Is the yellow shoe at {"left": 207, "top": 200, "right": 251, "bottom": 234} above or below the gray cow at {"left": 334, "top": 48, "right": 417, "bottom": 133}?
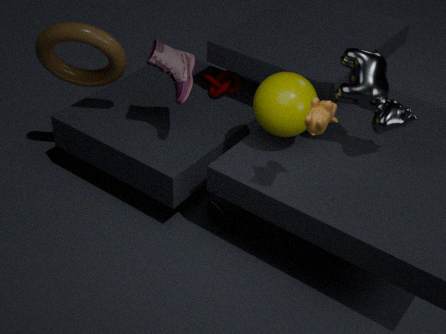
below
